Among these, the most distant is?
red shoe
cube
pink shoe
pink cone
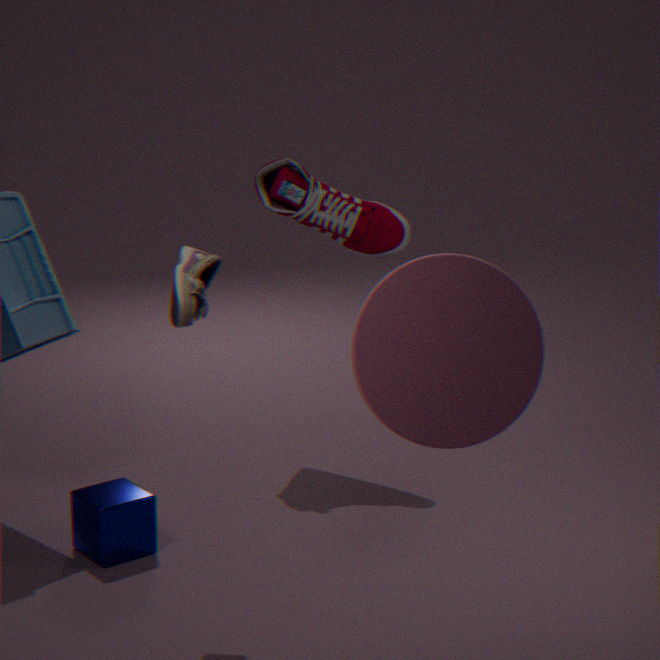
red shoe
